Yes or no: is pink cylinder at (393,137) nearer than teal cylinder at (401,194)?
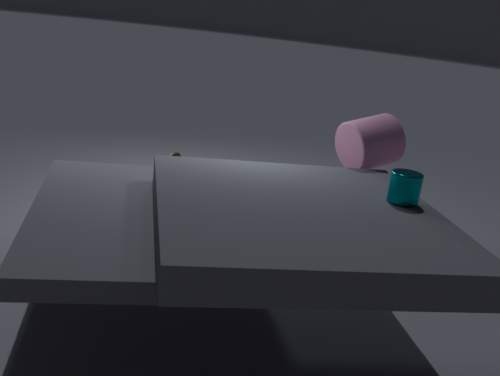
No
